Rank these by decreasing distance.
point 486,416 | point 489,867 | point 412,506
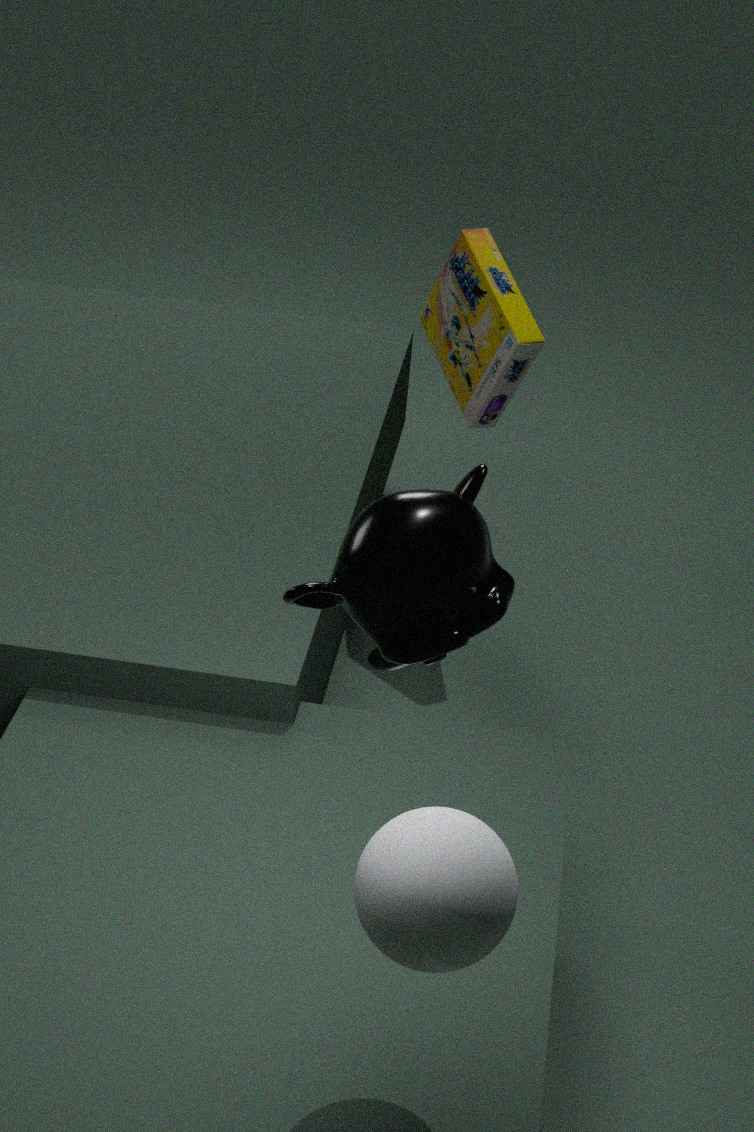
point 486,416 < point 489,867 < point 412,506
